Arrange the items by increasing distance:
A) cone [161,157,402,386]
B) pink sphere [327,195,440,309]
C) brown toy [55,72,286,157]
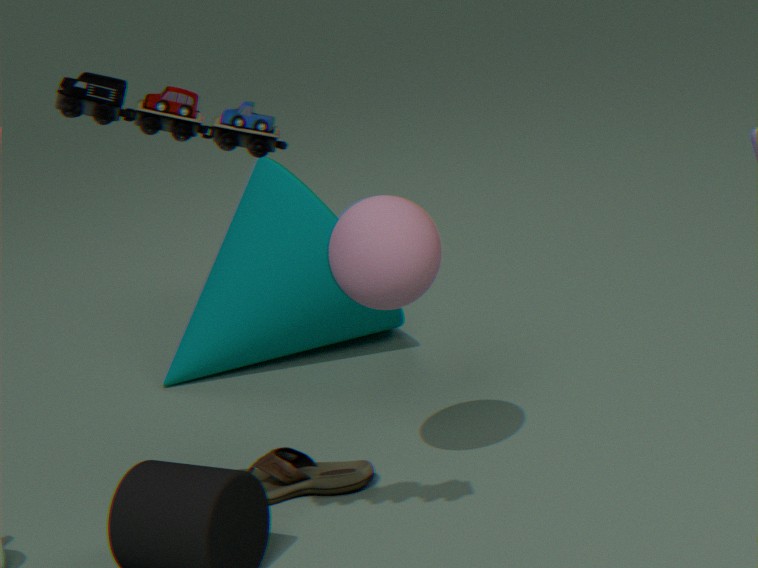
brown toy [55,72,286,157]
pink sphere [327,195,440,309]
cone [161,157,402,386]
